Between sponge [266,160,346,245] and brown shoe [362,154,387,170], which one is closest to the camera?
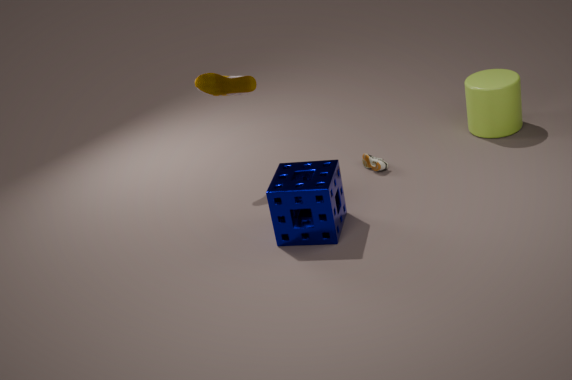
sponge [266,160,346,245]
